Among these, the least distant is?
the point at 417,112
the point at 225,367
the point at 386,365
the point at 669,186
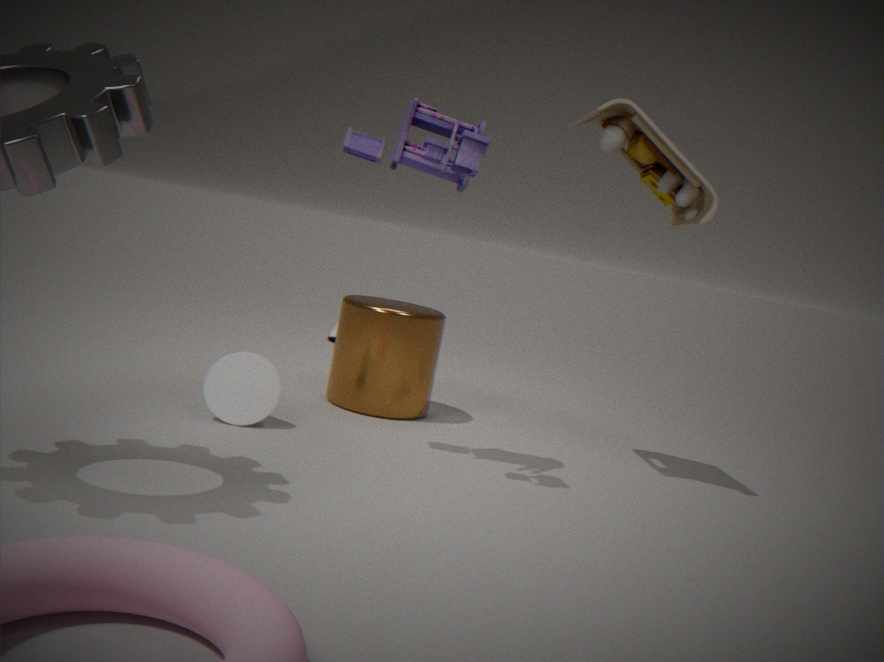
the point at 417,112
